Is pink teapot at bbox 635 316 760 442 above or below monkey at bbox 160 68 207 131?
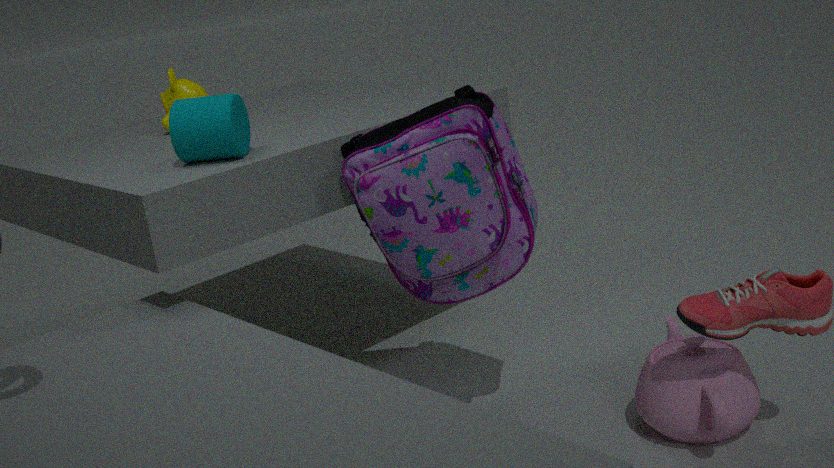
below
